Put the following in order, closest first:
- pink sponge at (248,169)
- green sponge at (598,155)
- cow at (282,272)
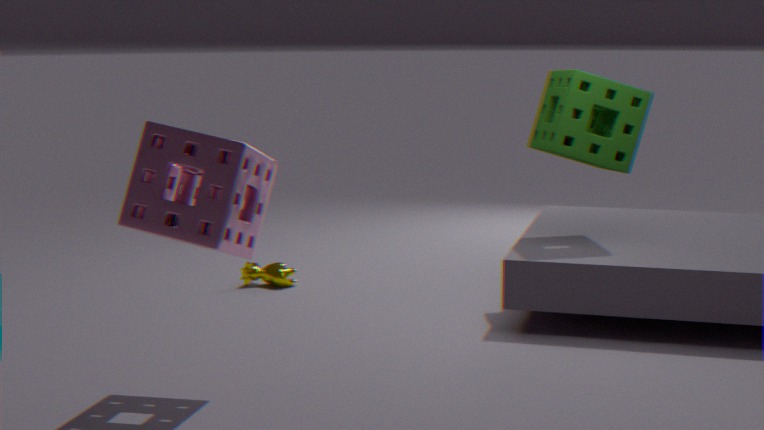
pink sponge at (248,169) → green sponge at (598,155) → cow at (282,272)
